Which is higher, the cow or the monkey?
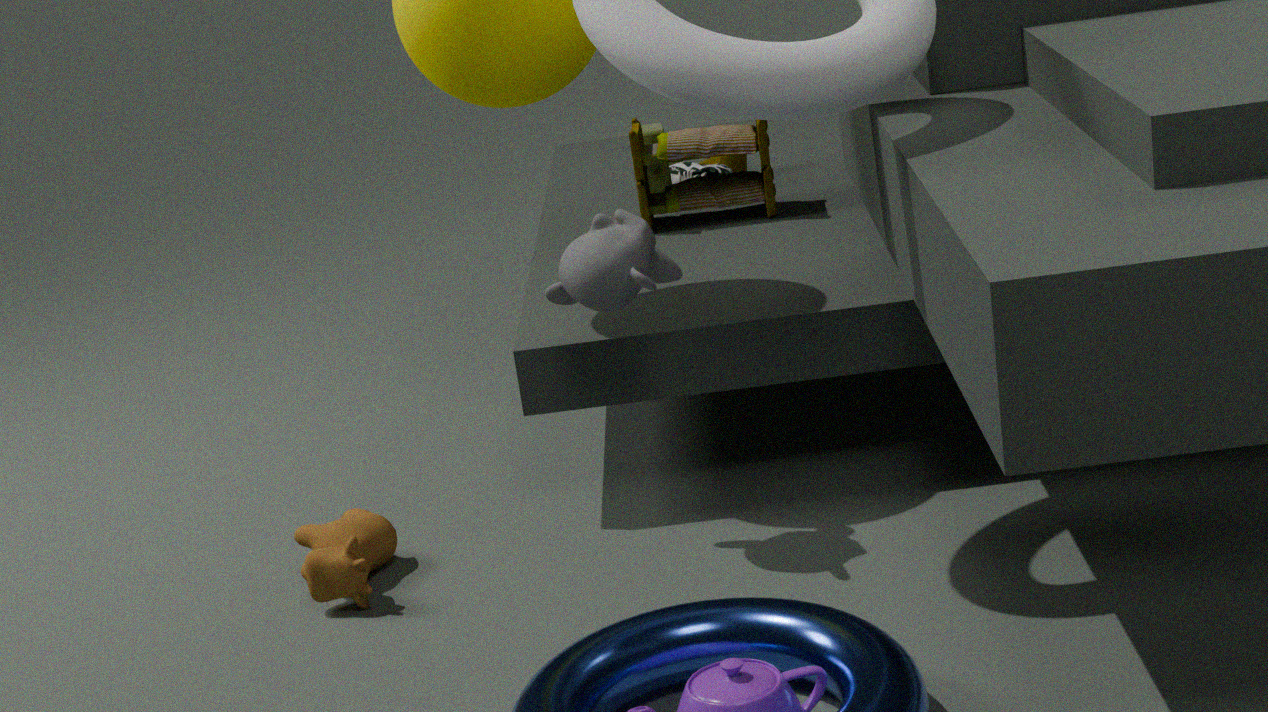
the monkey
